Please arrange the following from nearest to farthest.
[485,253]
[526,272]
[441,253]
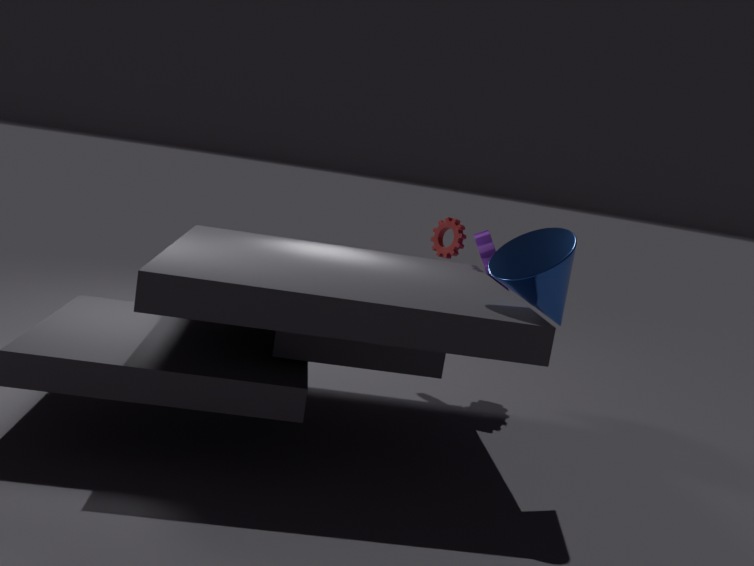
[526,272], [485,253], [441,253]
